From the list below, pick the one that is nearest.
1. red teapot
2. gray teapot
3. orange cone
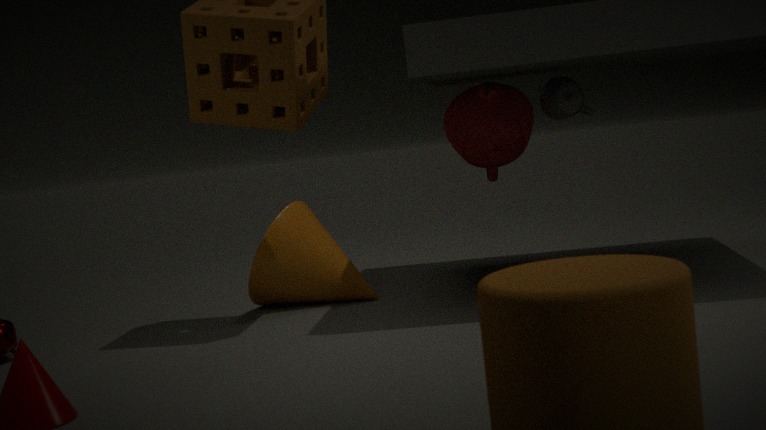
red teapot
